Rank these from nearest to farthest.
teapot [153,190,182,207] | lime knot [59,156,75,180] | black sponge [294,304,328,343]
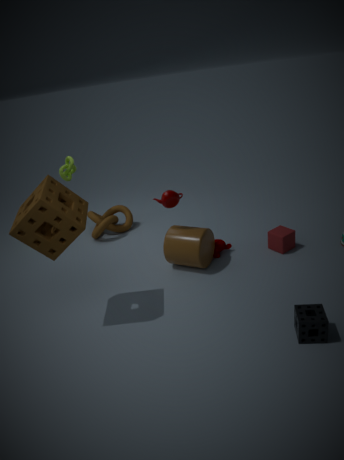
black sponge [294,304,328,343]
teapot [153,190,182,207]
lime knot [59,156,75,180]
